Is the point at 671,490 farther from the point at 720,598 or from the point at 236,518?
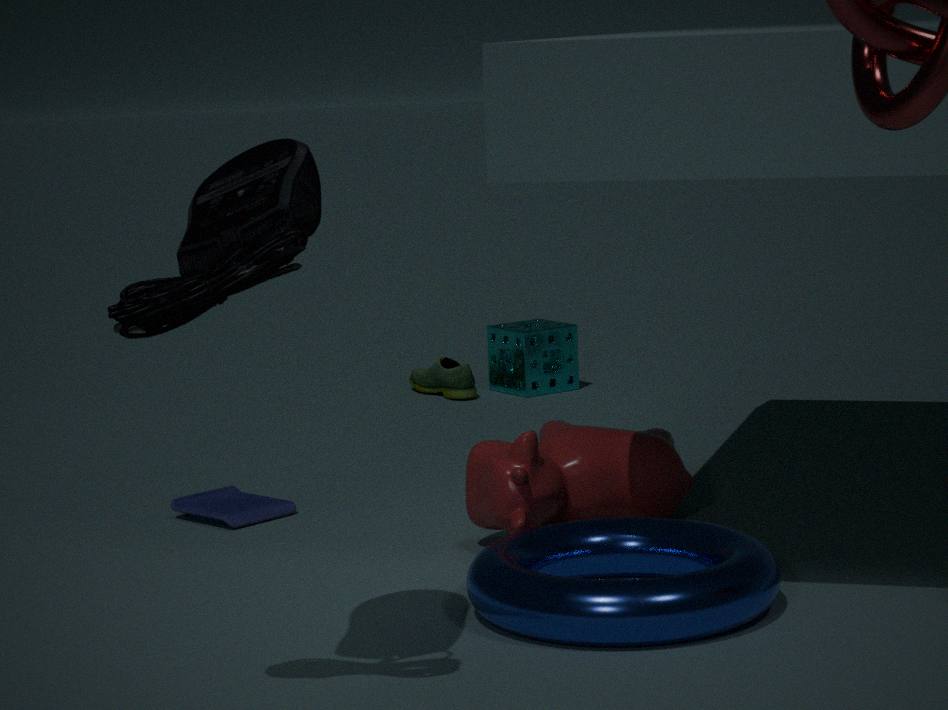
the point at 236,518
